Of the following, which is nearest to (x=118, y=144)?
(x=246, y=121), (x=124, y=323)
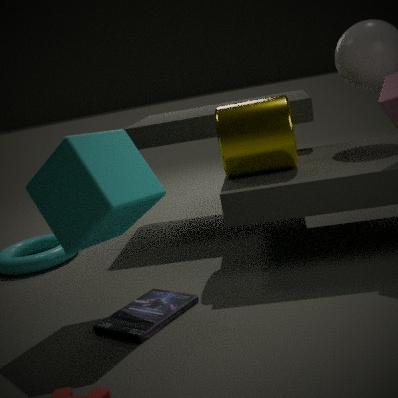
(x=124, y=323)
